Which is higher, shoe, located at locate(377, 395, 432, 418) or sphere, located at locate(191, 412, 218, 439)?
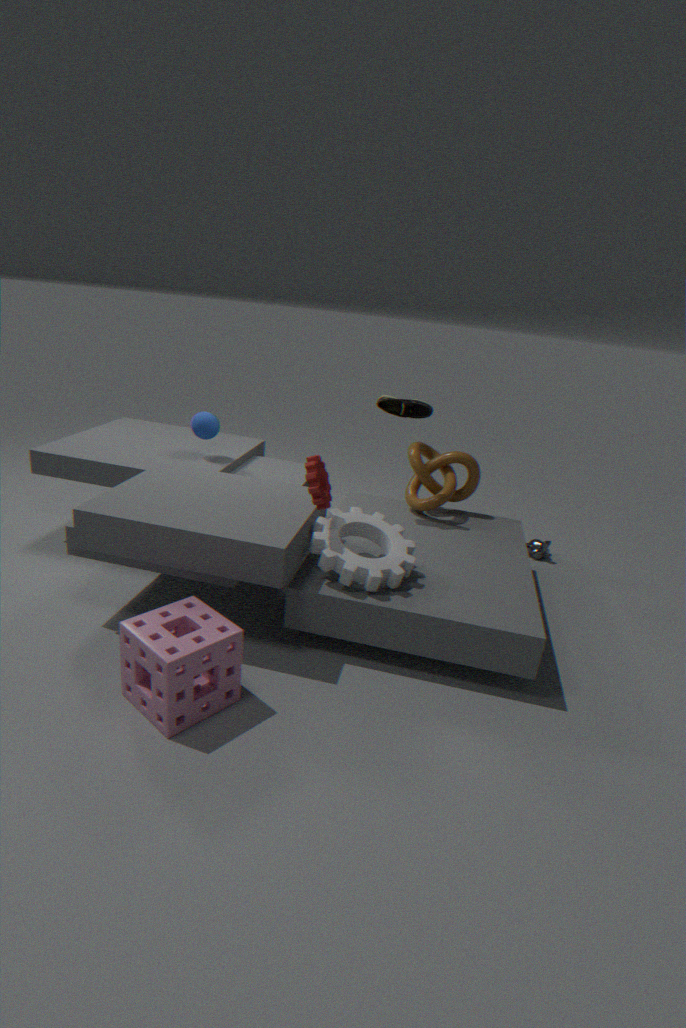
shoe, located at locate(377, 395, 432, 418)
